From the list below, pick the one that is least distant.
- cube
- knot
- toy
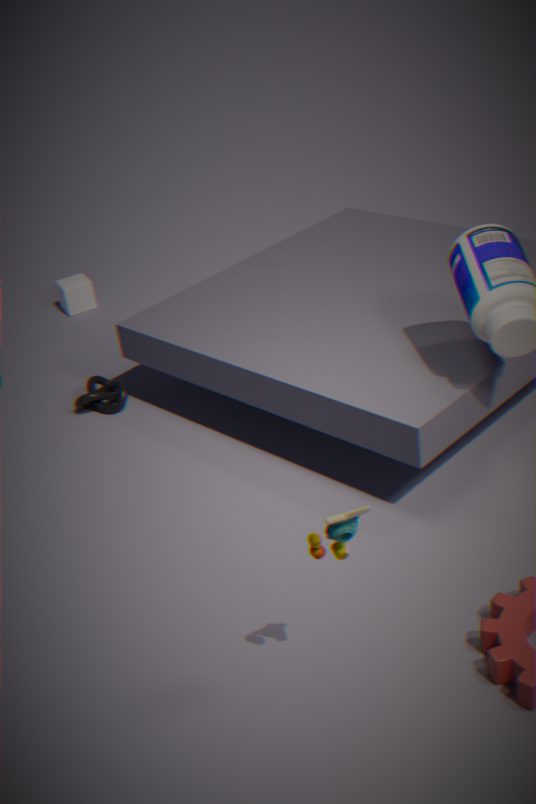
toy
